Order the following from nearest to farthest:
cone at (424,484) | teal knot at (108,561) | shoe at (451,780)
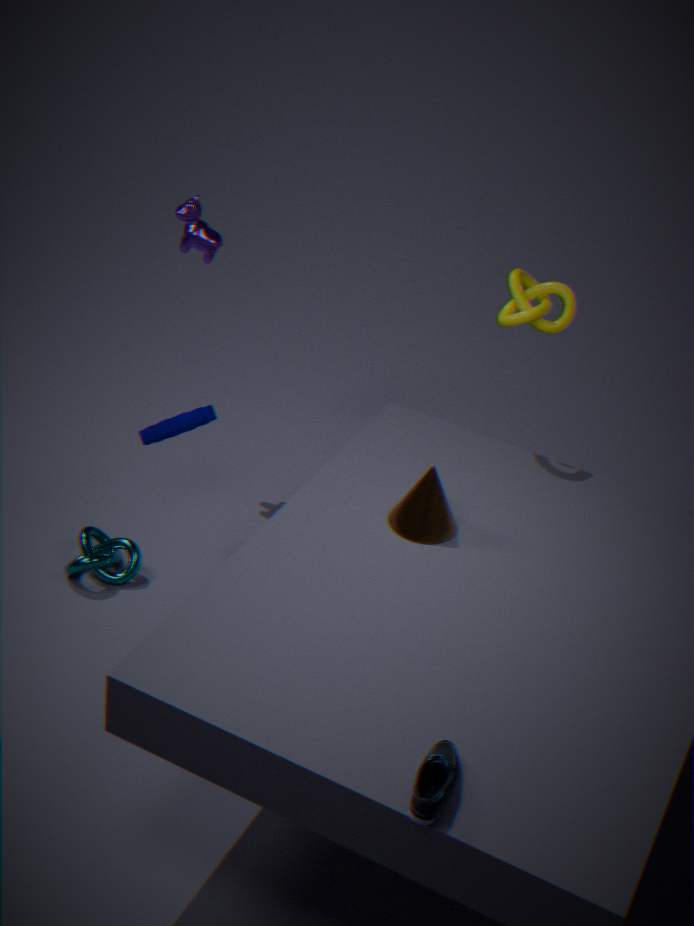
1. shoe at (451,780)
2. cone at (424,484)
3. teal knot at (108,561)
